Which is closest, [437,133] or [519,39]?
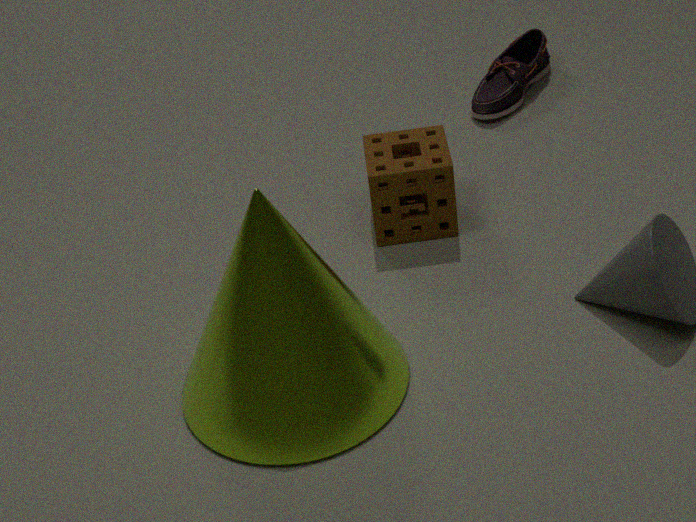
[437,133]
